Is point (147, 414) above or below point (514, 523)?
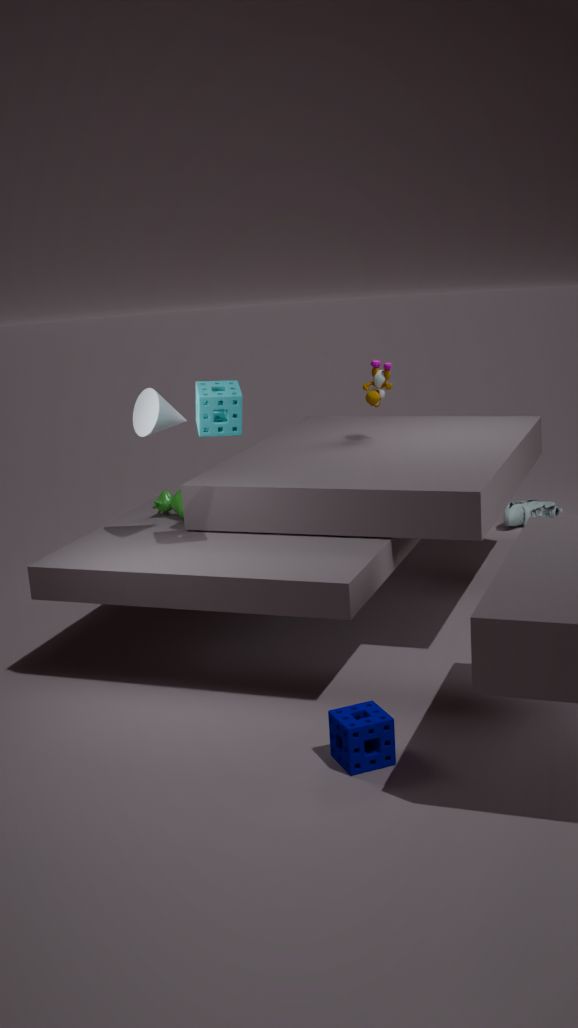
above
